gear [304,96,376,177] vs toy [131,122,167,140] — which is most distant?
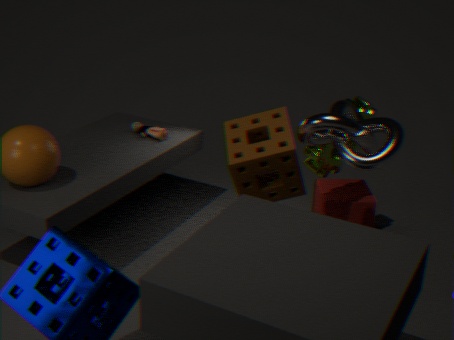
toy [131,122,167,140]
